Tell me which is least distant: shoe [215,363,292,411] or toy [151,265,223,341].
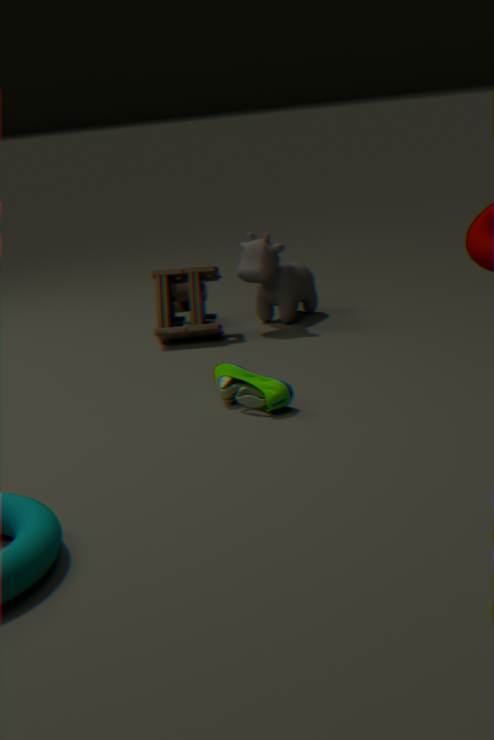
shoe [215,363,292,411]
